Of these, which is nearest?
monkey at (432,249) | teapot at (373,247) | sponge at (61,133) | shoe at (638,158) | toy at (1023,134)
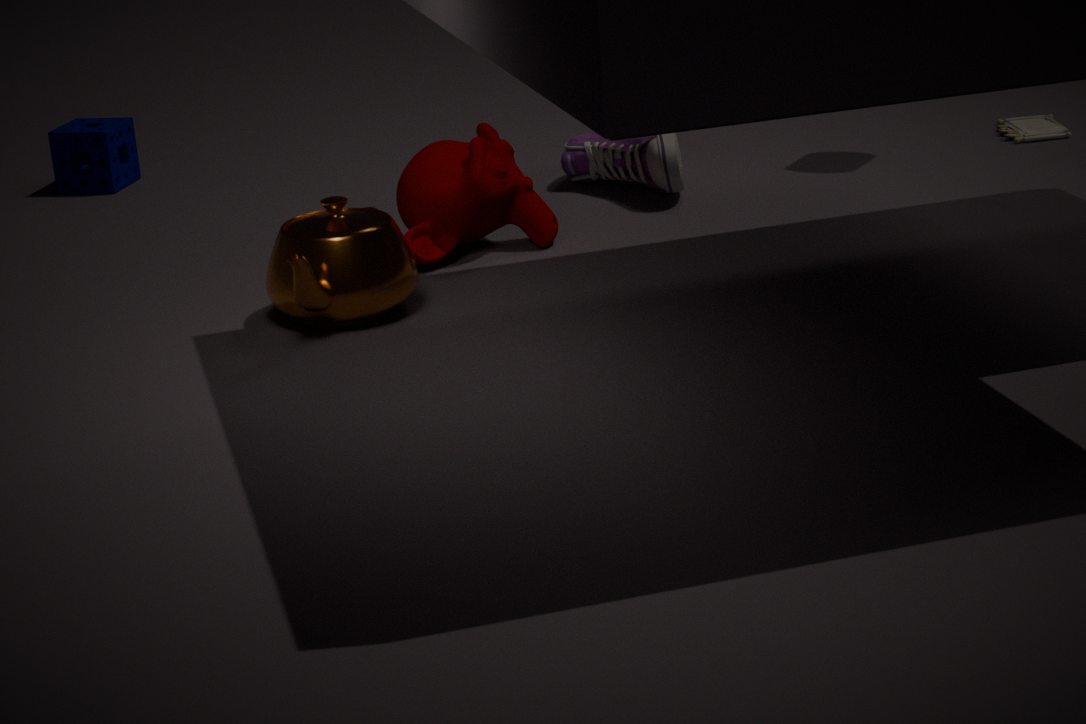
teapot at (373,247)
